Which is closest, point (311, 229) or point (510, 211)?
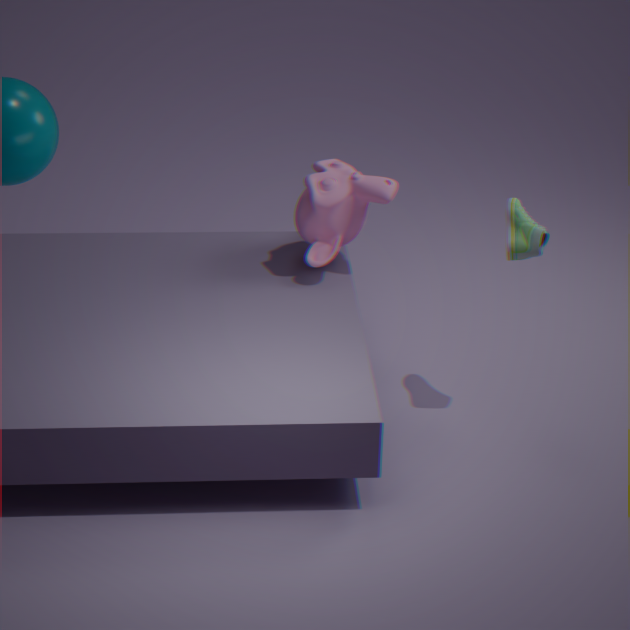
point (510, 211)
